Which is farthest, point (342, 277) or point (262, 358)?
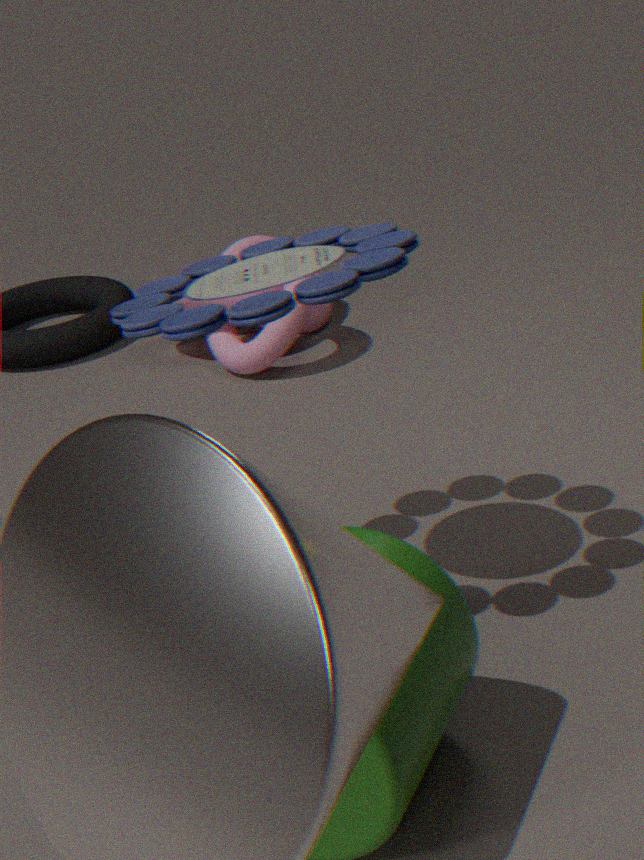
point (262, 358)
